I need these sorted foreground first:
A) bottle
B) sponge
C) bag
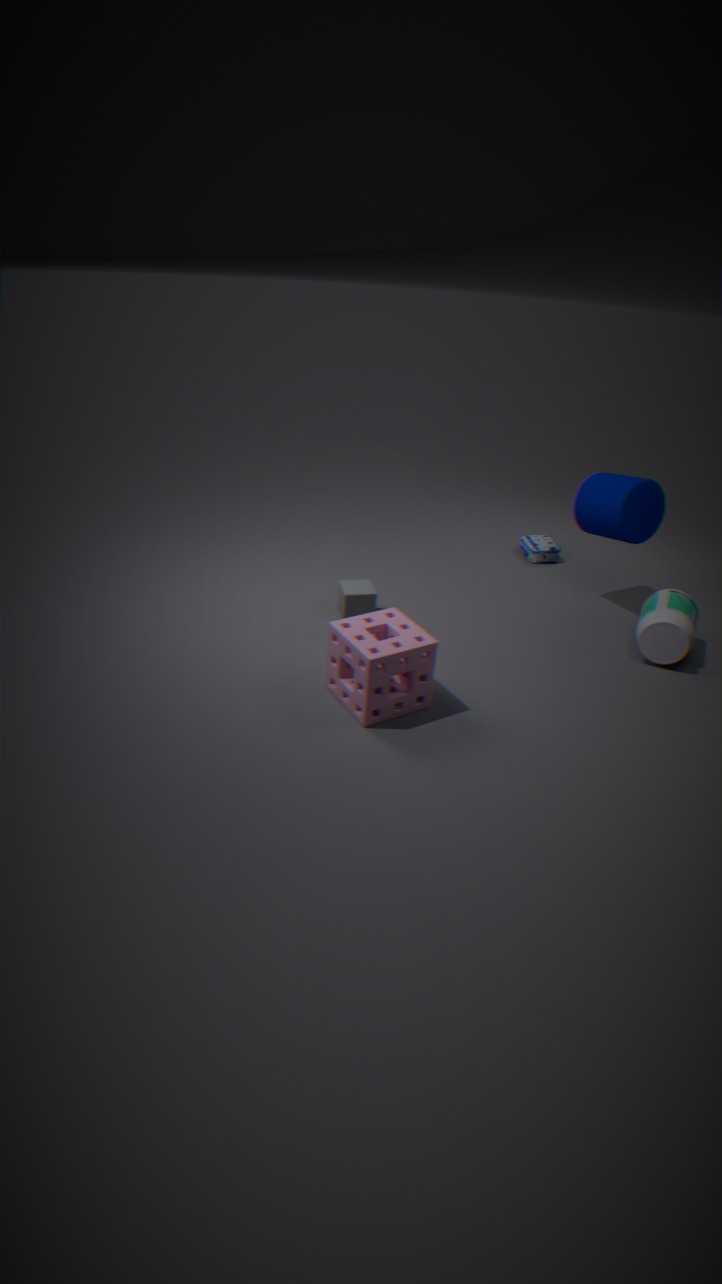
sponge → bottle → bag
